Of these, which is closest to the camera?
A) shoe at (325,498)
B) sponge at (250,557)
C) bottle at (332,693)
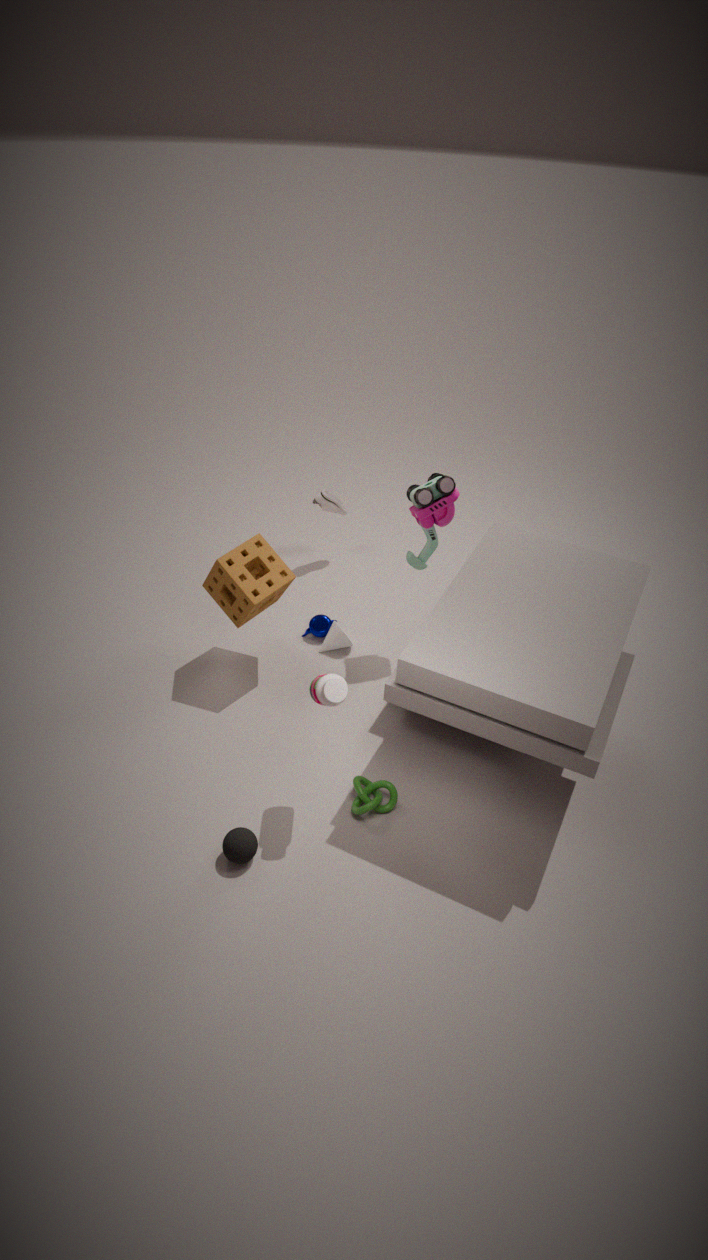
bottle at (332,693)
